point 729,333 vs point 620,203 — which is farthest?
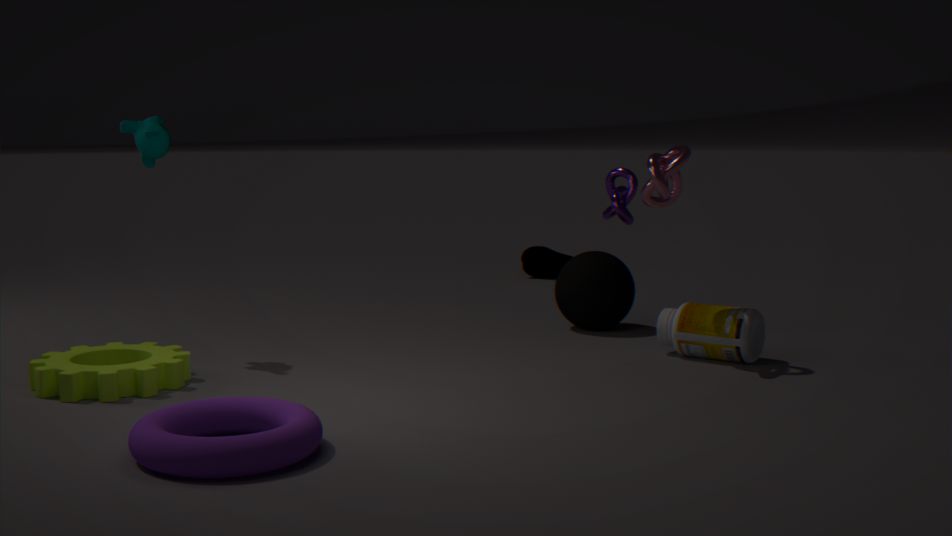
point 620,203
